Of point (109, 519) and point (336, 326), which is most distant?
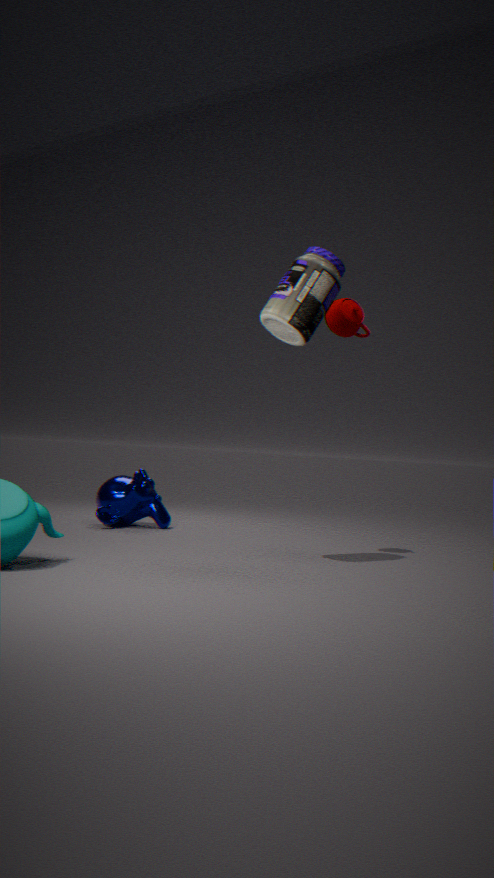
point (109, 519)
